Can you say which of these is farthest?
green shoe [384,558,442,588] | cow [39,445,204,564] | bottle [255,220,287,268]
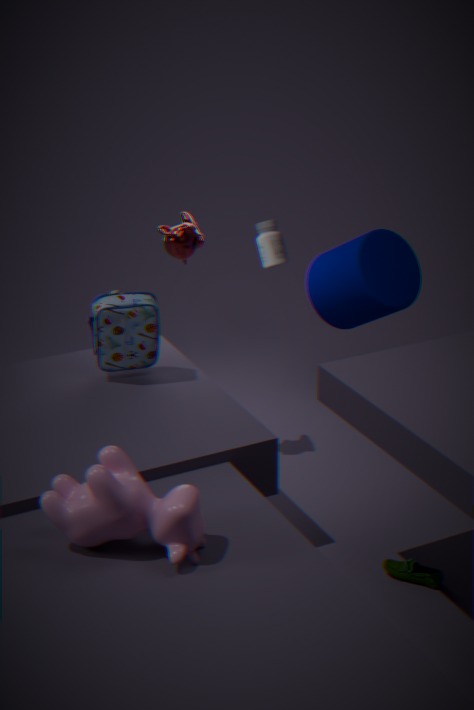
bottle [255,220,287,268]
